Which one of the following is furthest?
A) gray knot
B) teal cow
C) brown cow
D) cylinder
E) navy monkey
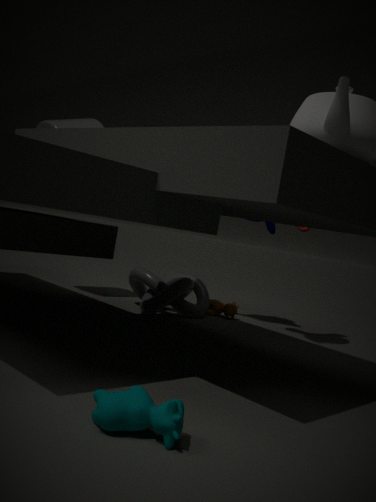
brown cow
